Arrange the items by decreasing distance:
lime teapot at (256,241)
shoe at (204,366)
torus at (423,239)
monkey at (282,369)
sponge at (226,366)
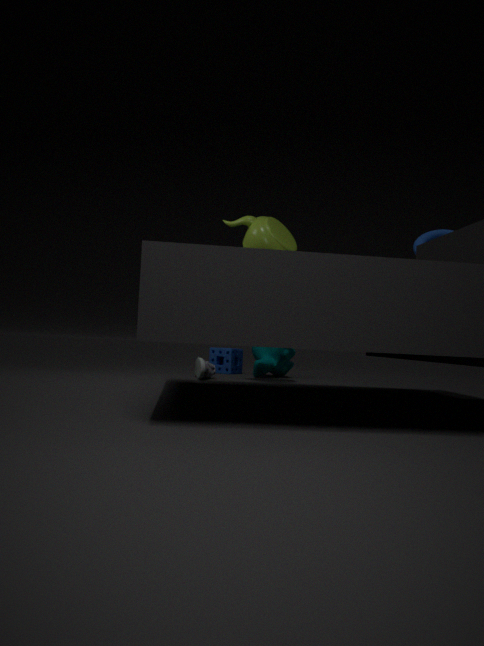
sponge at (226,366) → monkey at (282,369) → shoe at (204,366) → lime teapot at (256,241) → torus at (423,239)
